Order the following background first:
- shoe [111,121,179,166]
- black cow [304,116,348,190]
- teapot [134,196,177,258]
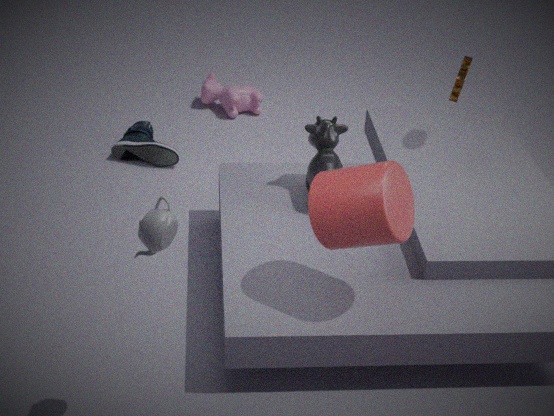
shoe [111,121,179,166]
black cow [304,116,348,190]
teapot [134,196,177,258]
